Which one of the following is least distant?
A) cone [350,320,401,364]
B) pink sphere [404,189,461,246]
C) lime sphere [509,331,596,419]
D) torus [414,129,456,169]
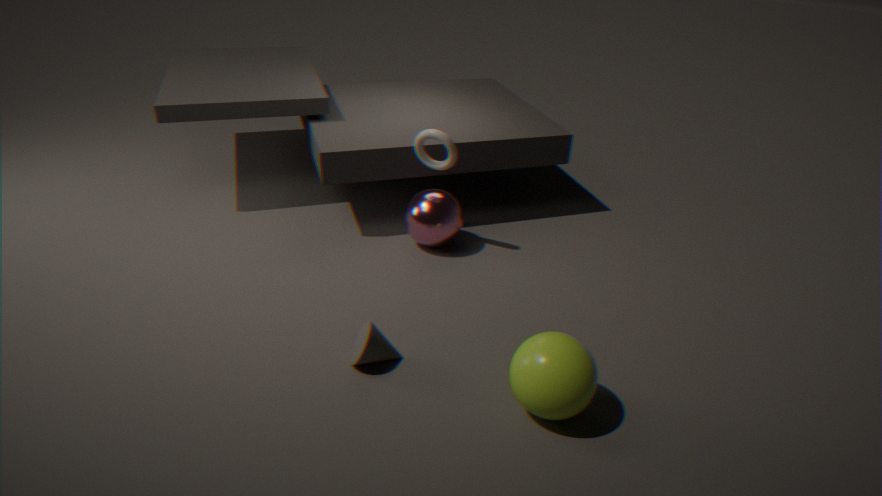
lime sphere [509,331,596,419]
